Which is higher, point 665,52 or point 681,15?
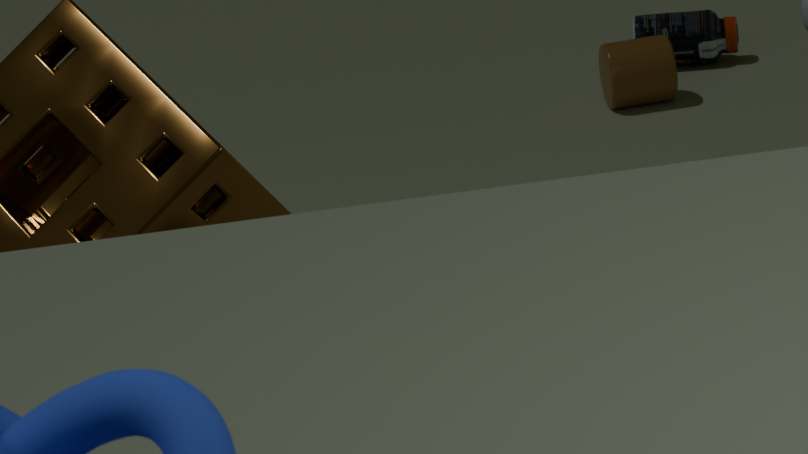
point 665,52
